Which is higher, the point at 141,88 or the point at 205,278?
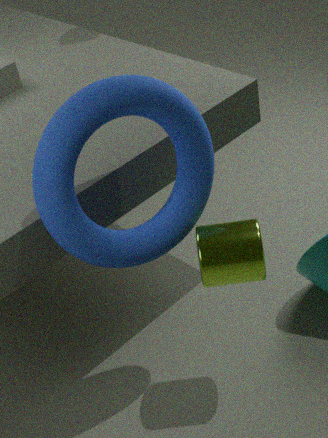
the point at 141,88
